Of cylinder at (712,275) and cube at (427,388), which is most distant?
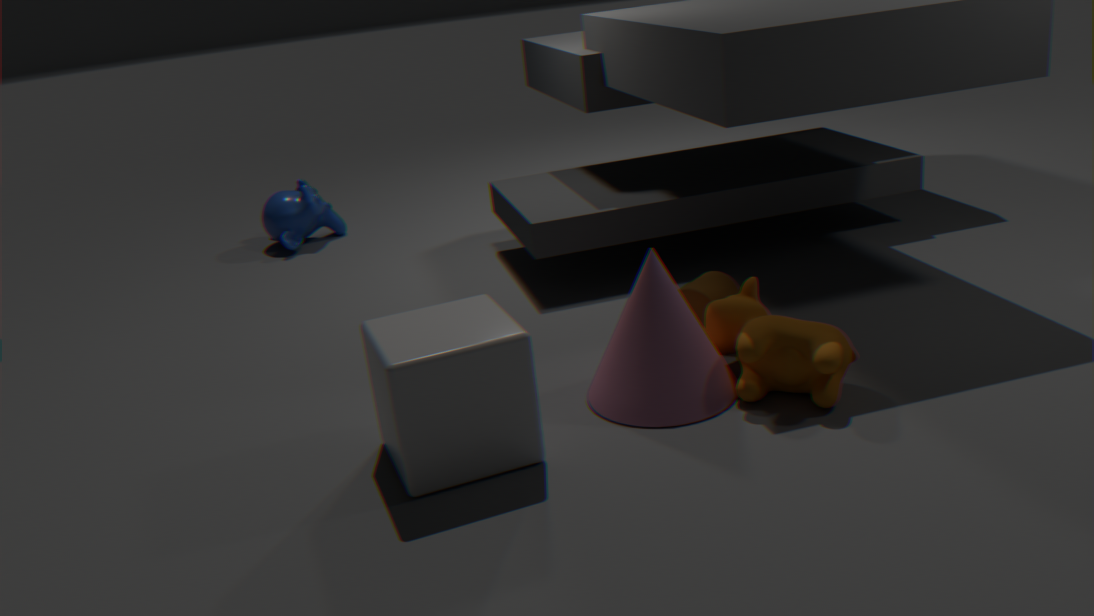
cylinder at (712,275)
